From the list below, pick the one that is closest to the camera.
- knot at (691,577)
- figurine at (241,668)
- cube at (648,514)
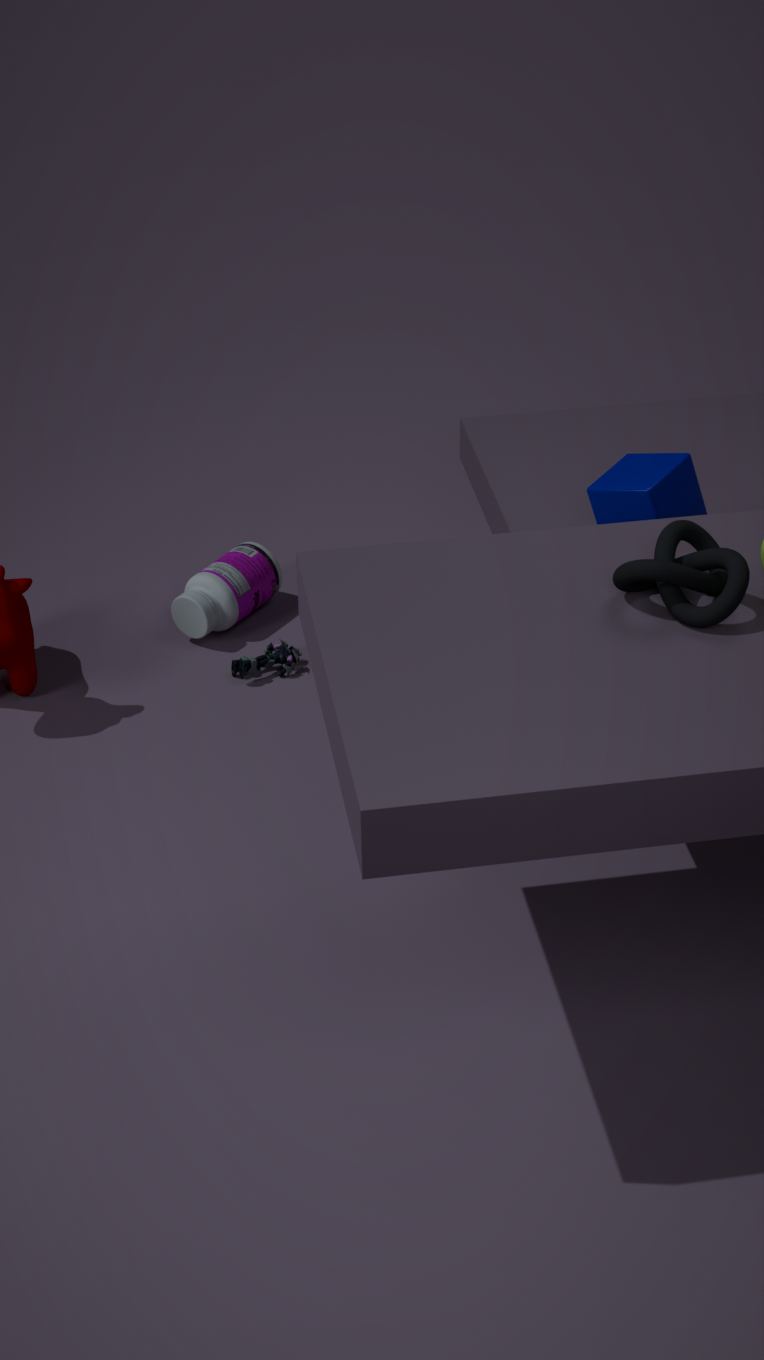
knot at (691,577)
